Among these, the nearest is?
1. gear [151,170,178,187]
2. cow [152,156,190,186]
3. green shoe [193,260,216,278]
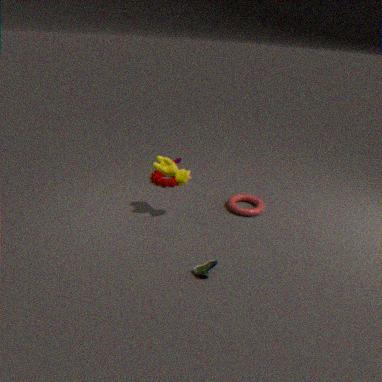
green shoe [193,260,216,278]
